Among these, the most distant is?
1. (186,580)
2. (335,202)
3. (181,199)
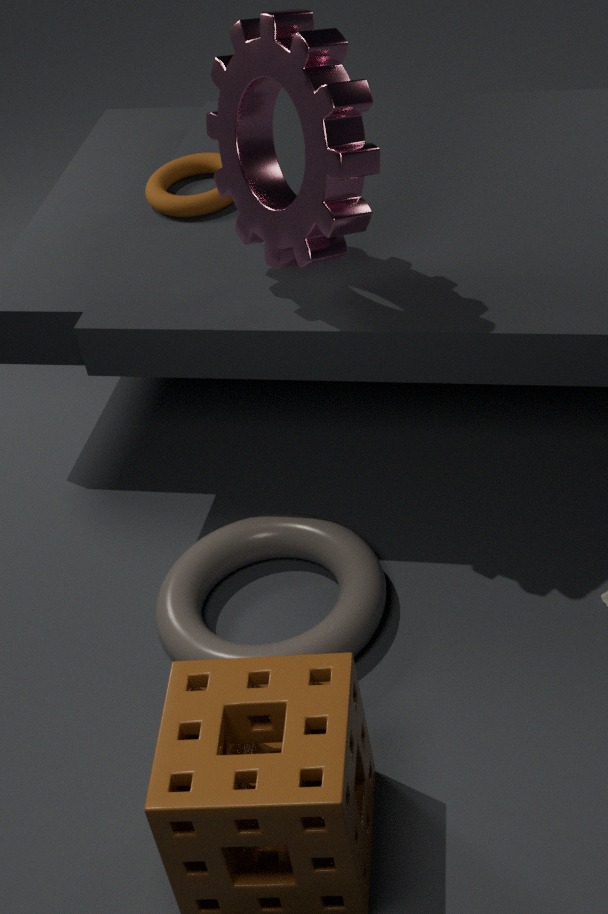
(181,199)
